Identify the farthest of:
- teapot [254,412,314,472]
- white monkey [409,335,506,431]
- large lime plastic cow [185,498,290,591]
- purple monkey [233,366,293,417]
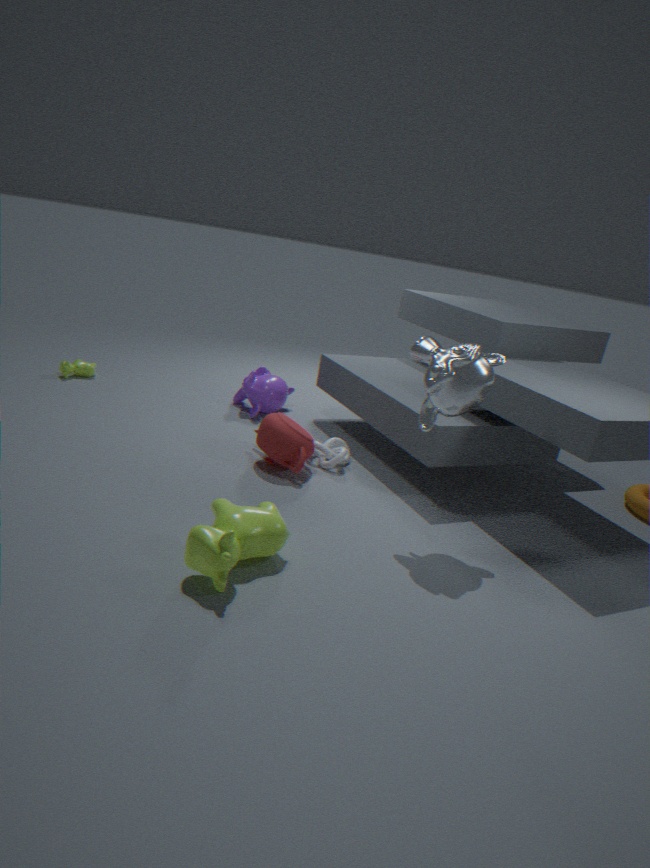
purple monkey [233,366,293,417]
